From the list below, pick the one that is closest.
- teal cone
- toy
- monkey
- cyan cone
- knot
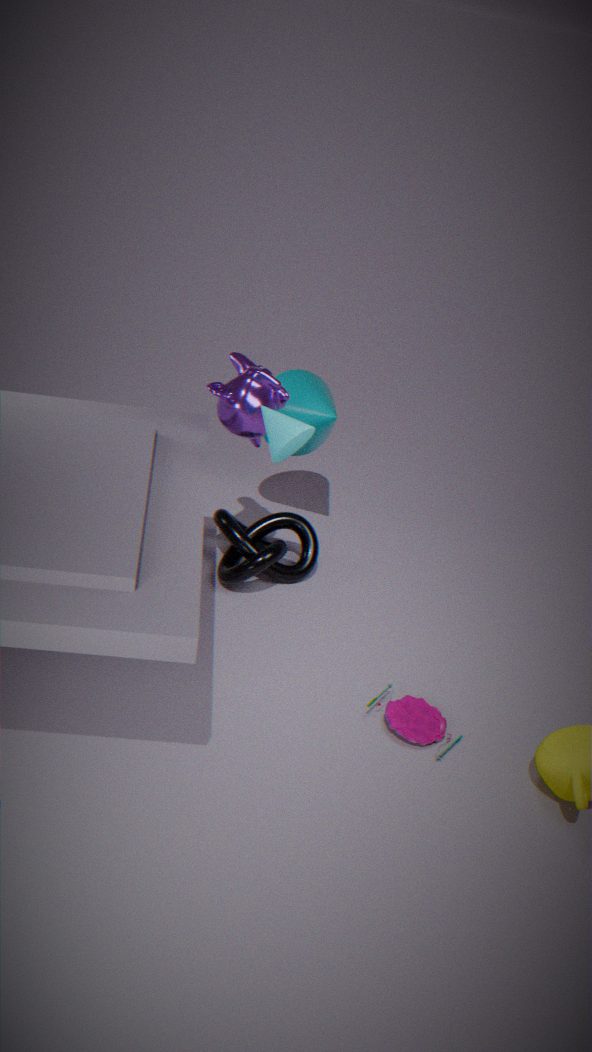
cyan cone
